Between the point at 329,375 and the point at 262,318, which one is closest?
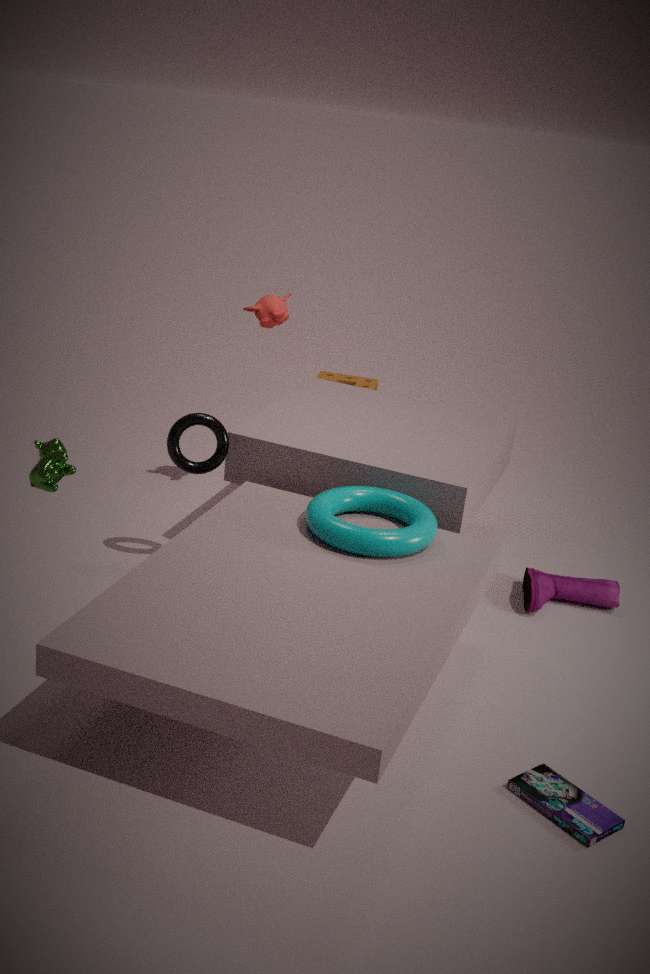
the point at 262,318
